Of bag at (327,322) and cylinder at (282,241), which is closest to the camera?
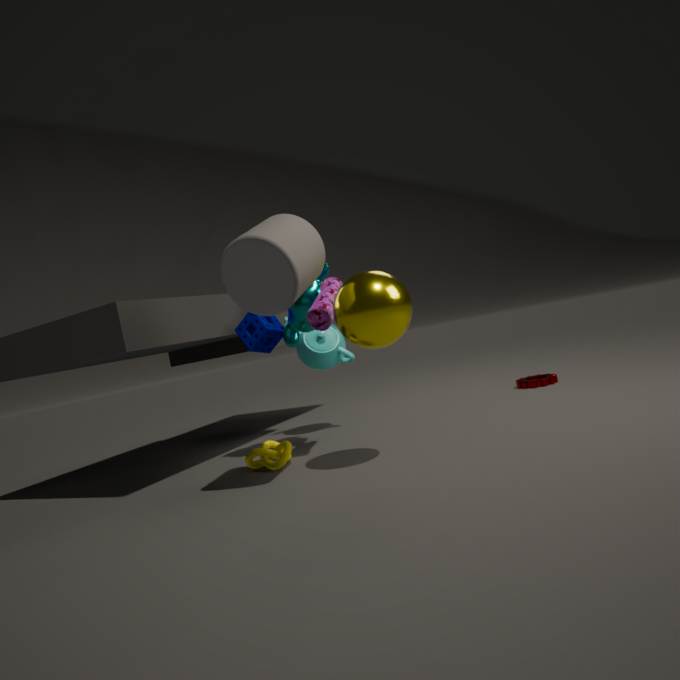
cylinder at (282,241)
